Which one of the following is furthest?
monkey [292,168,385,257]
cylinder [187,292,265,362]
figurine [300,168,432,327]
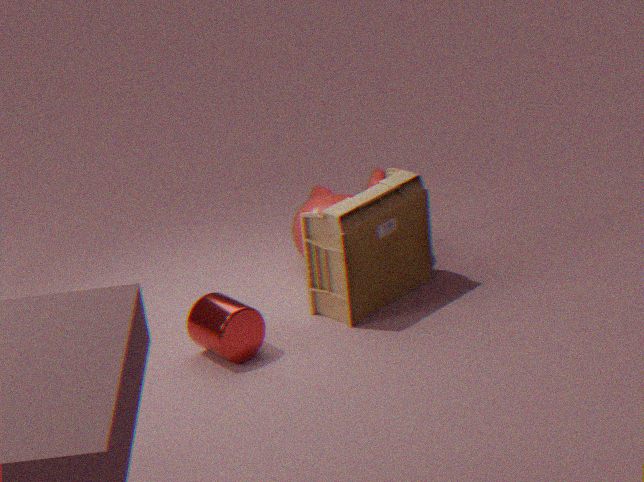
monkey [292,168,385,257]
